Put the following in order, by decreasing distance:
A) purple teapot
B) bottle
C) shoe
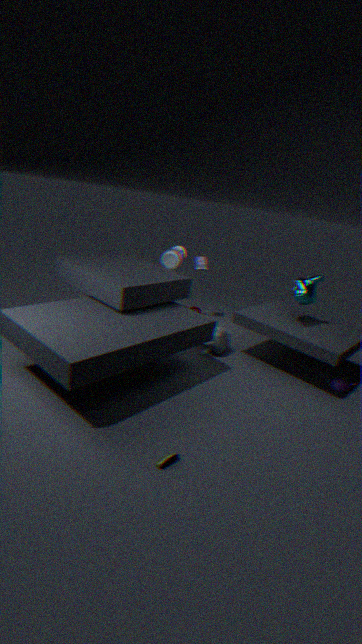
bottle → purple teapot → shoe
